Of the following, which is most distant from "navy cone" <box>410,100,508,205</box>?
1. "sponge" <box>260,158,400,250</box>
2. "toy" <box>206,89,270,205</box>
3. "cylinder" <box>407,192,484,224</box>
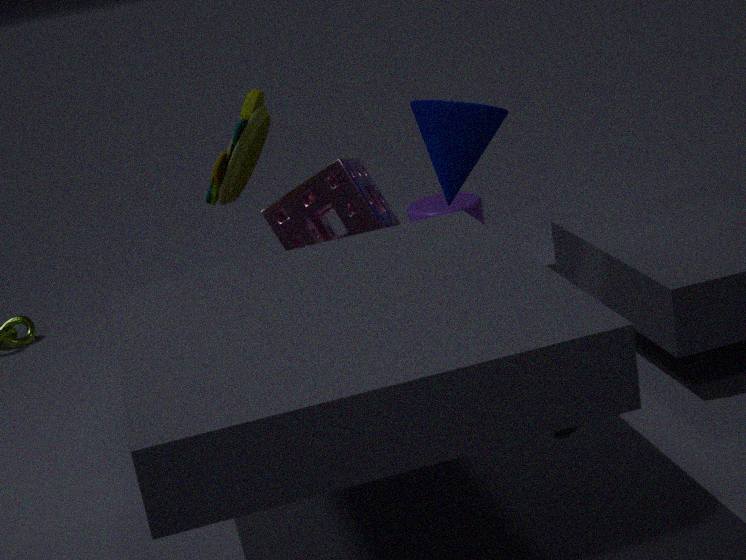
"toy" <box>206,89,270,205</box>
